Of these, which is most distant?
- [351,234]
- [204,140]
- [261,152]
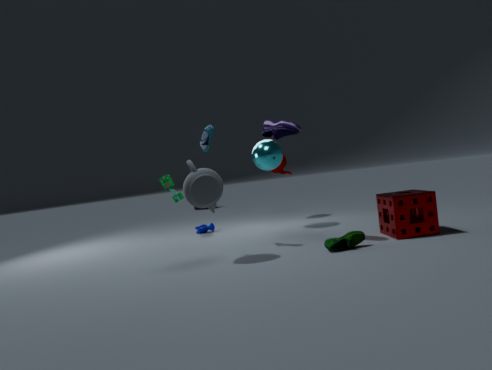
[261,152]
